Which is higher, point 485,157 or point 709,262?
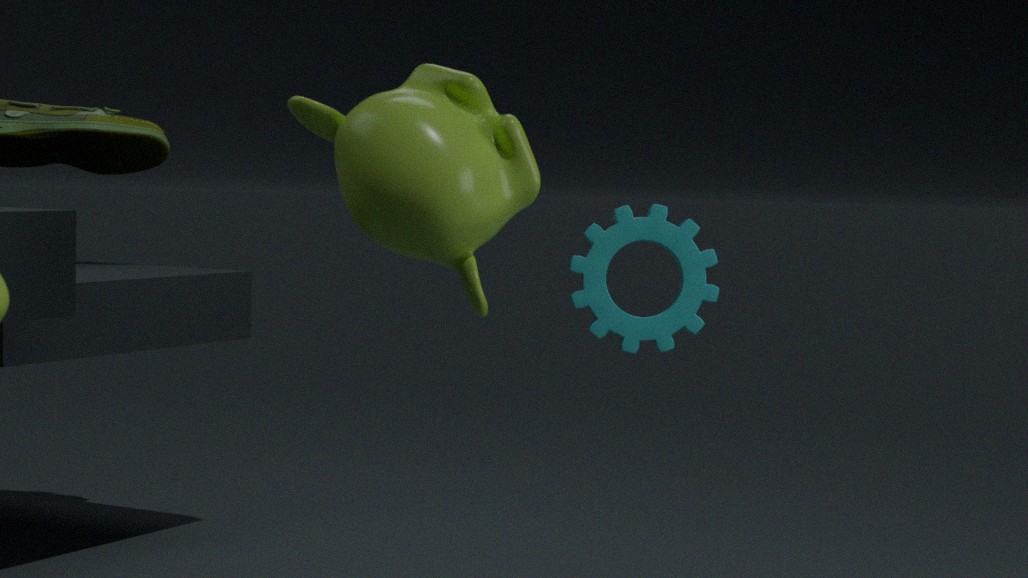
point 485,157
